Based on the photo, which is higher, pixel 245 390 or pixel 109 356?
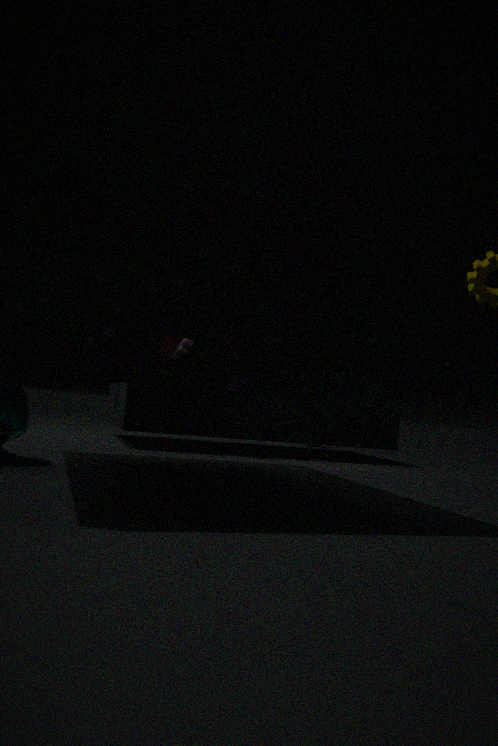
pixel 109 356
